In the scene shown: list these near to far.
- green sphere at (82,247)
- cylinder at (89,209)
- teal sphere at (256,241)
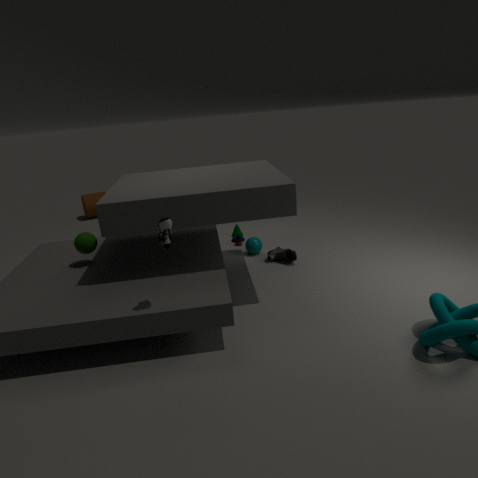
green sphere at (82,247) → teal sphere at (256,241) → cylinder at (89,209)
